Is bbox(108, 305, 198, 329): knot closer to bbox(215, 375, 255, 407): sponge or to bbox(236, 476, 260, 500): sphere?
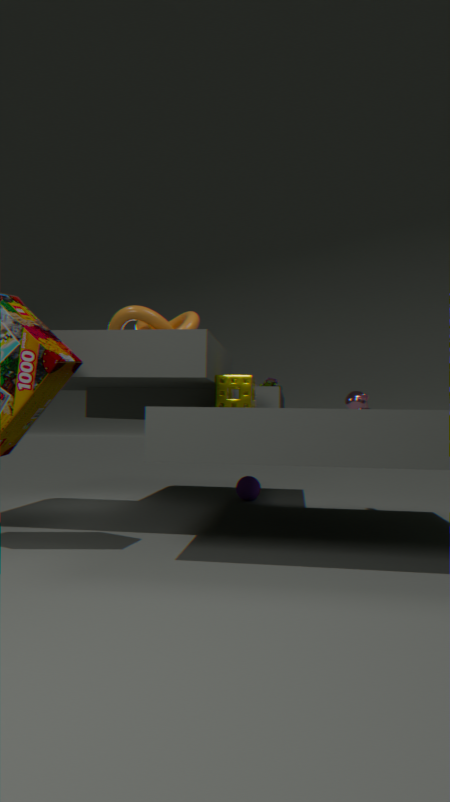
bbox(215, 375, 255, 407): sponge
